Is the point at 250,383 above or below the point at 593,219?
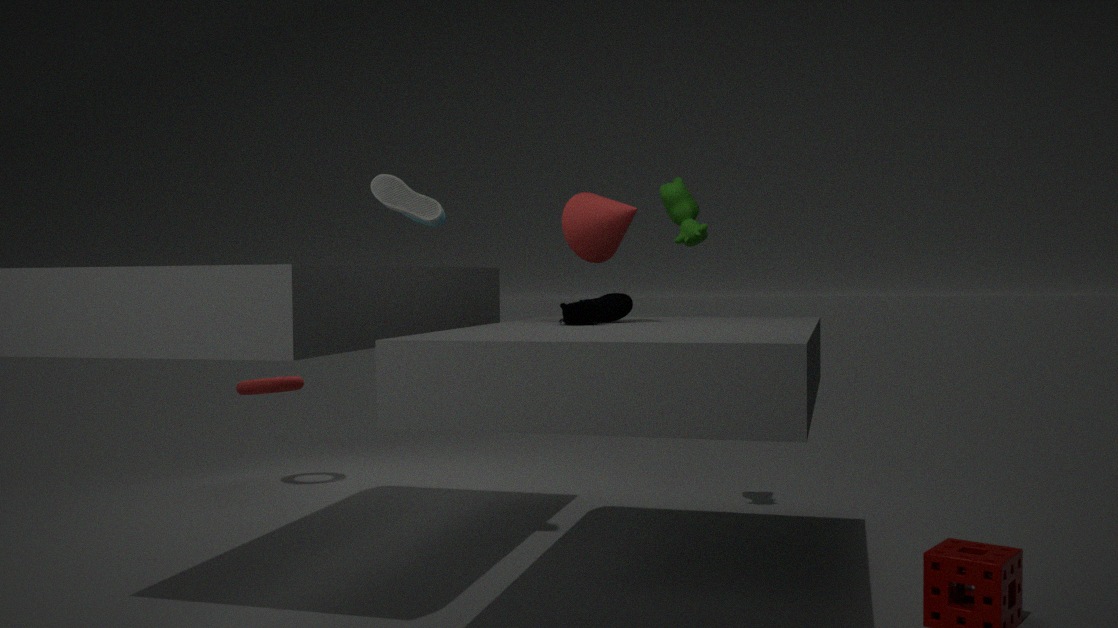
below
